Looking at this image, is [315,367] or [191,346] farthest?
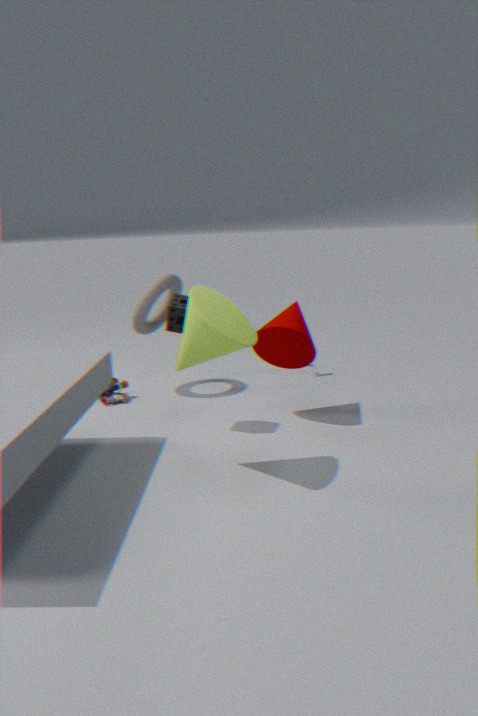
[315,367]
